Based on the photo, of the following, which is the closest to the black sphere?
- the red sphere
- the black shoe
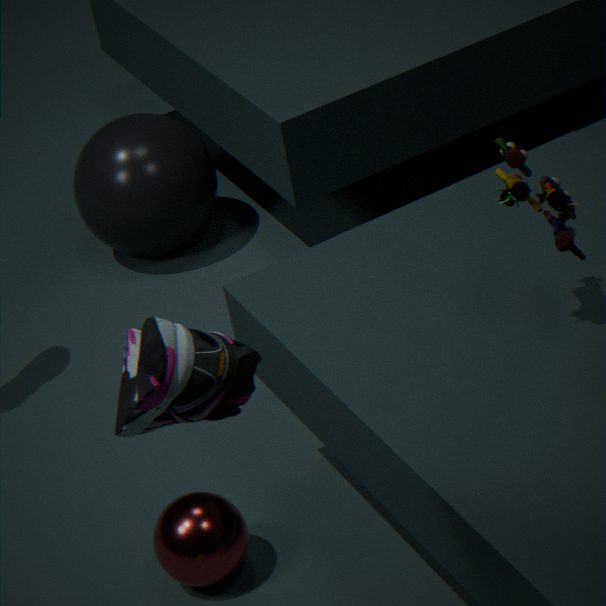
the red sphere
